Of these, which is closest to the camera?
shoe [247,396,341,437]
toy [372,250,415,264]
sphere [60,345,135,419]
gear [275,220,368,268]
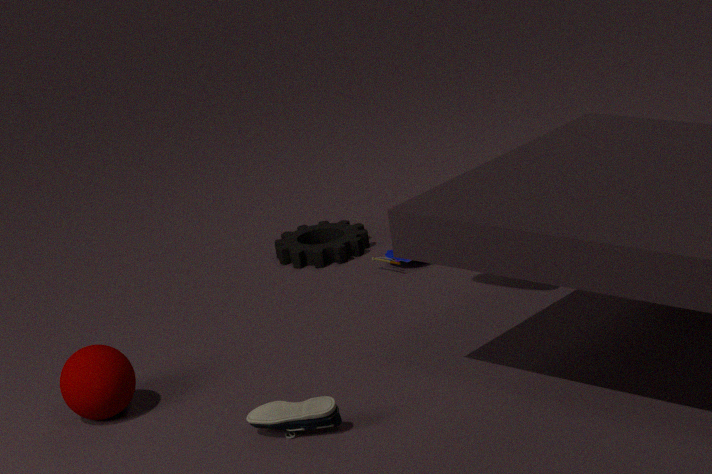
shoe [247,396,341,437]
